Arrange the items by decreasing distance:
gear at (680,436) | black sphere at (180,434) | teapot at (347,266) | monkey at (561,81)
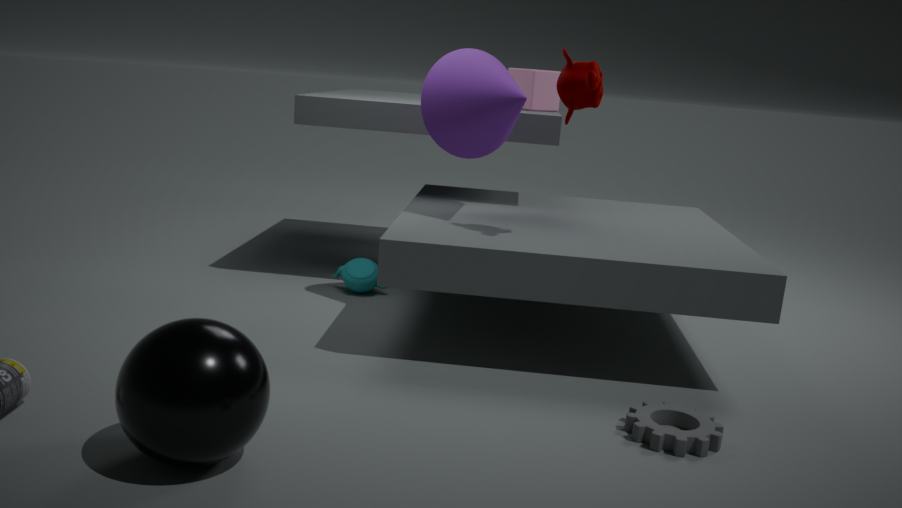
teapot at (347,266) → monkey at (561,81) → gear at (680,436) → black sphere at (180,434)
